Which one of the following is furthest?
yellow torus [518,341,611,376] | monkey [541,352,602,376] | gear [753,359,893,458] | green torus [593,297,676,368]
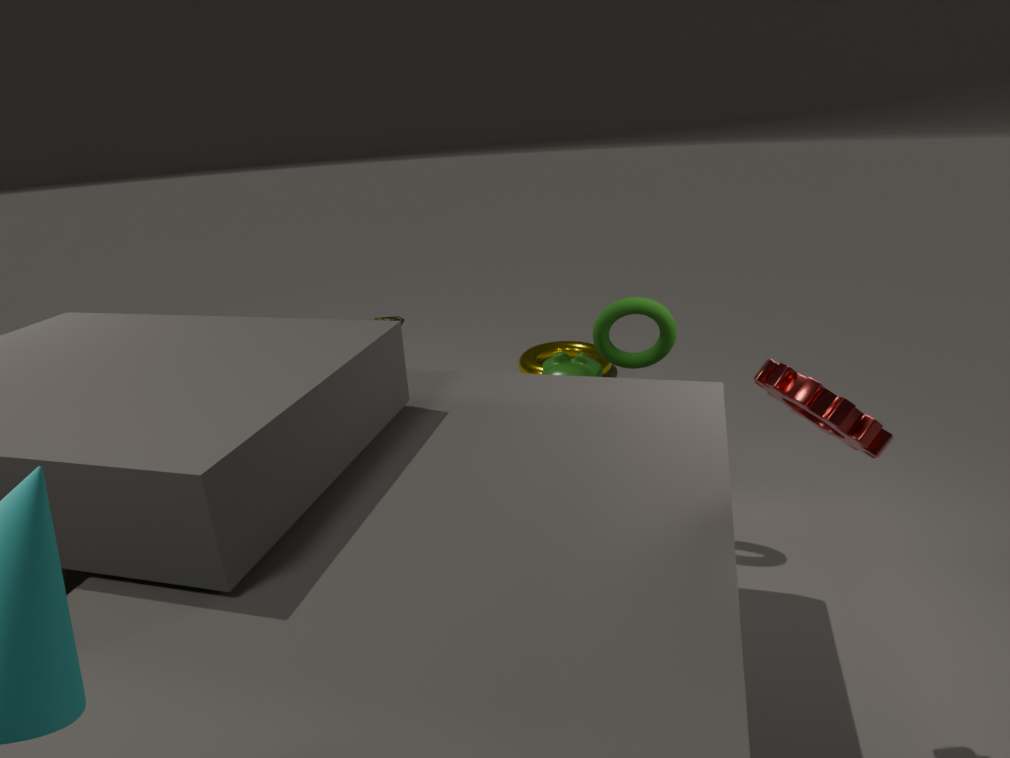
yellow torus [518,341,611,376]
